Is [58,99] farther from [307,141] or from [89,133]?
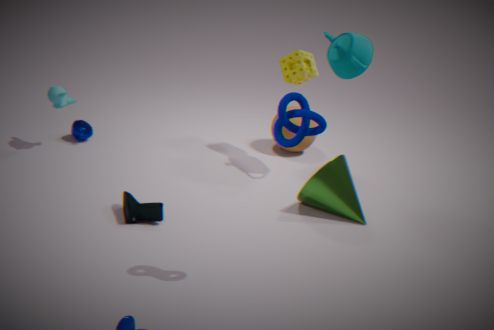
[307,141]
